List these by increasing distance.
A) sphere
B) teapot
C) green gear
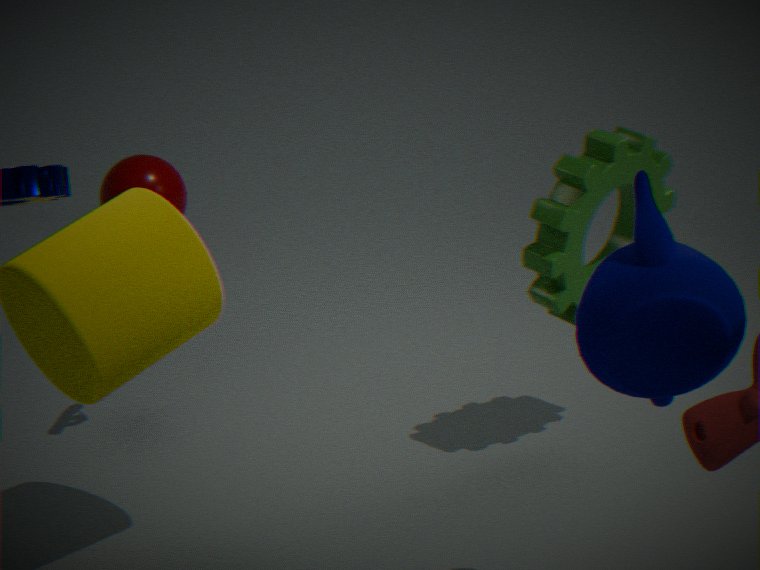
1. teapot
2. green gear
3. sphere
